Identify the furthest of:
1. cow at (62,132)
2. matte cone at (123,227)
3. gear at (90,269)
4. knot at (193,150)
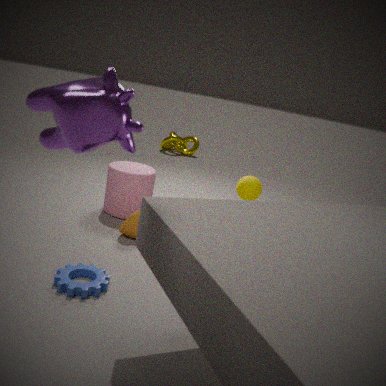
knot at (193,150)
